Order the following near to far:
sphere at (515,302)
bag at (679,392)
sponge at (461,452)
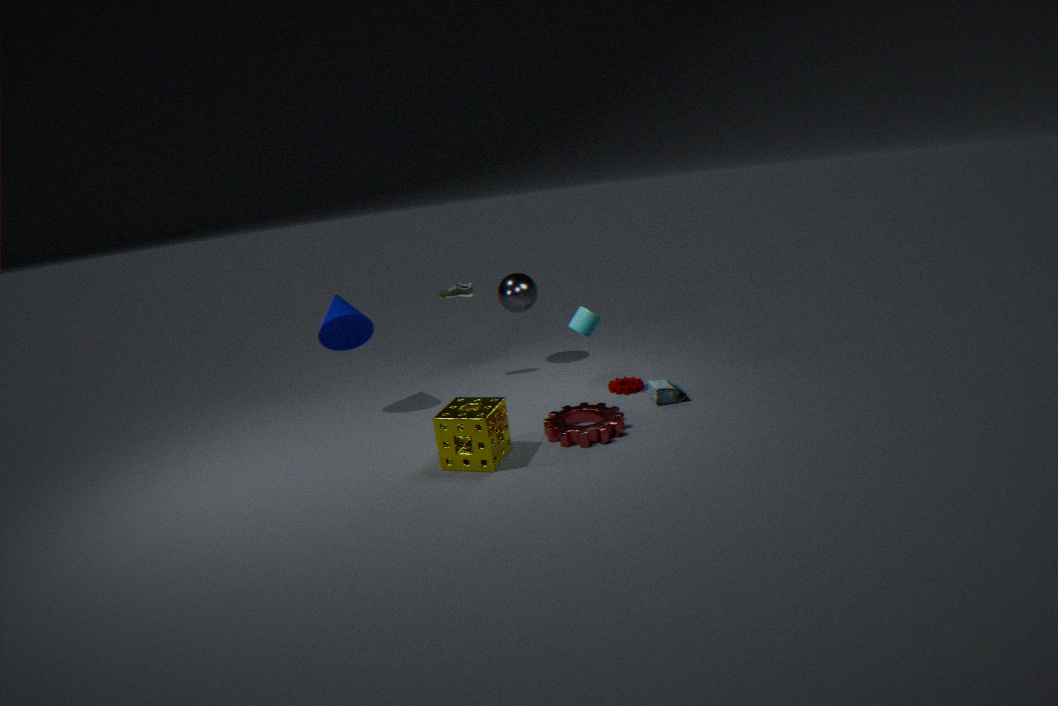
sponge at (461,452), bag at (679,392), sphere at (515,302)
